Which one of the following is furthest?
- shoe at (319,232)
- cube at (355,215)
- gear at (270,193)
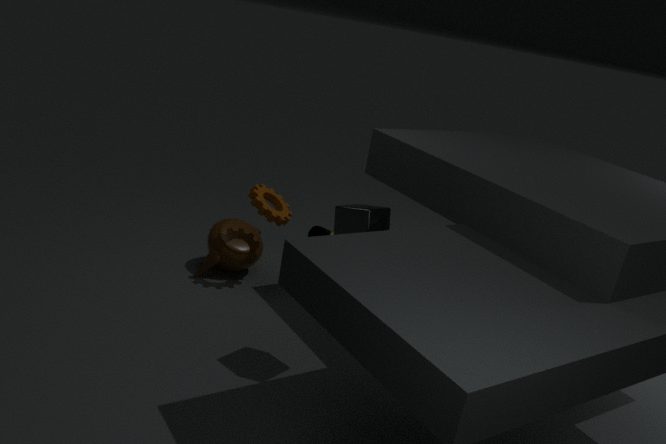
shoe at (319,232)
